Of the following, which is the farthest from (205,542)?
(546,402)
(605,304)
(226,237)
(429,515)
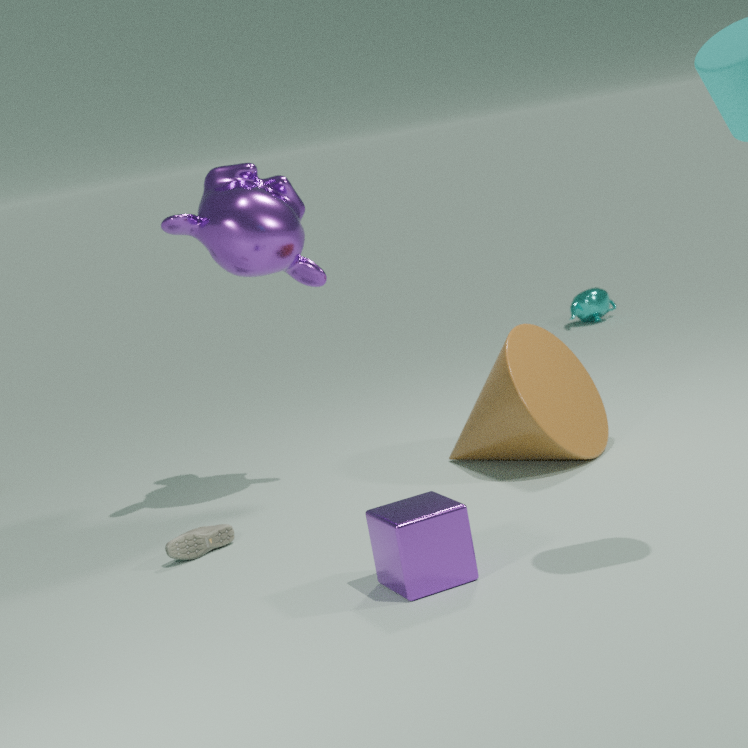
(605,304)
